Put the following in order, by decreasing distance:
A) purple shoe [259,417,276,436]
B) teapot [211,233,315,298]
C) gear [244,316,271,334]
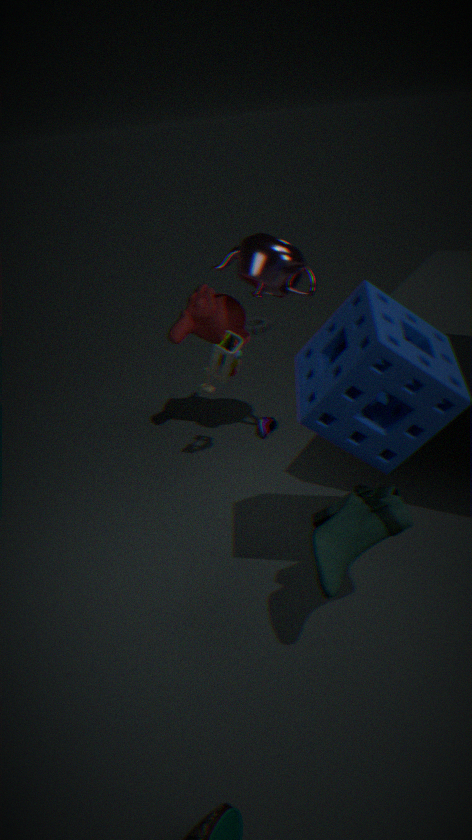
→ gear [244,316,271,334] → purple shoe [259,417,276,436] → teapot [211,233,315,298]
